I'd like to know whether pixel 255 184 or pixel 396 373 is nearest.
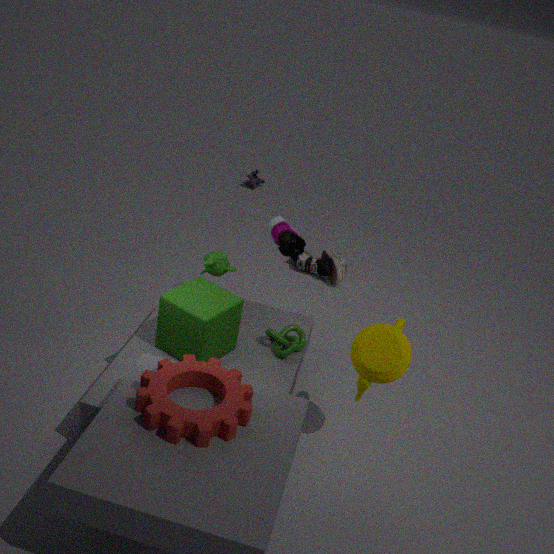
pixel 396 373
